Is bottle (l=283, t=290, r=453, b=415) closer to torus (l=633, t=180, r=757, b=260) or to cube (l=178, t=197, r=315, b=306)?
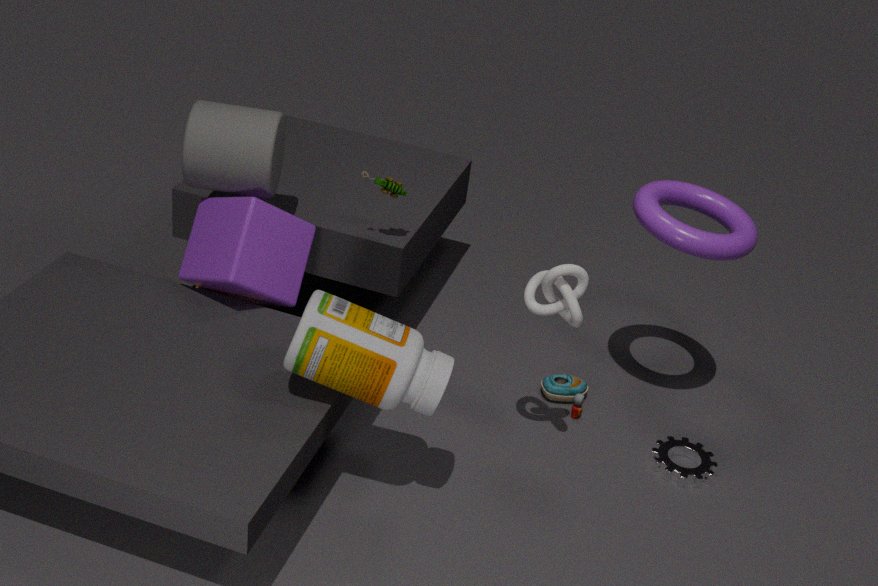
cube (l=178, t=197, r=315, b=306)
